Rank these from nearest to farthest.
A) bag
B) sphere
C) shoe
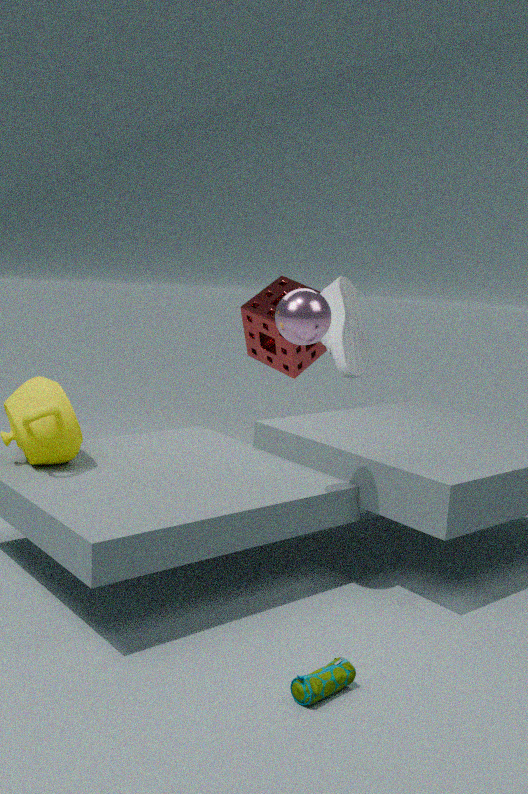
bag < sphere < shoe
